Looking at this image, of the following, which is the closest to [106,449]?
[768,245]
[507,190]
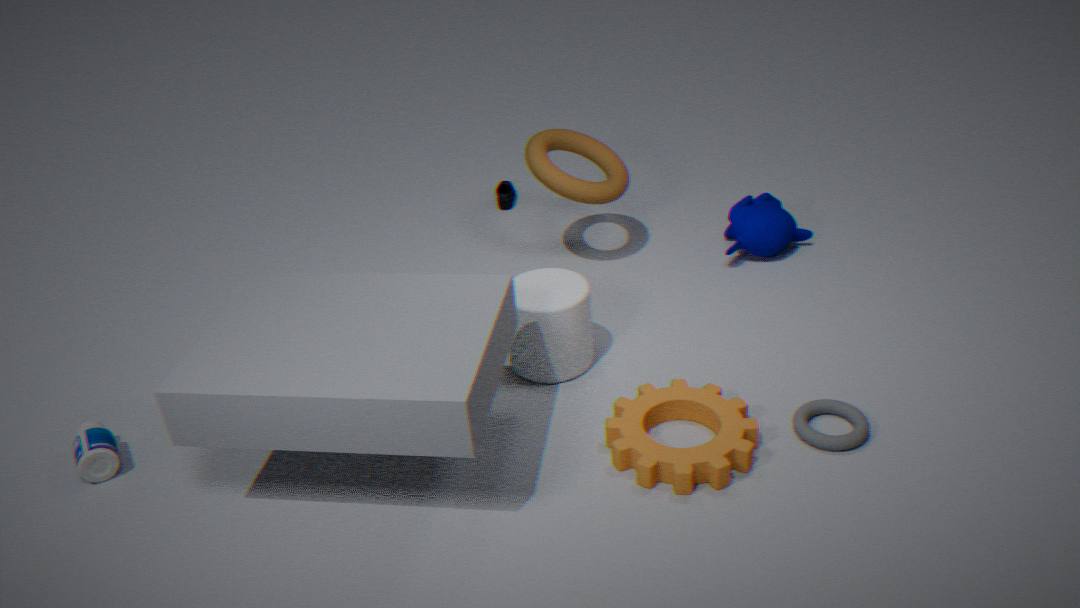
[507,190]
